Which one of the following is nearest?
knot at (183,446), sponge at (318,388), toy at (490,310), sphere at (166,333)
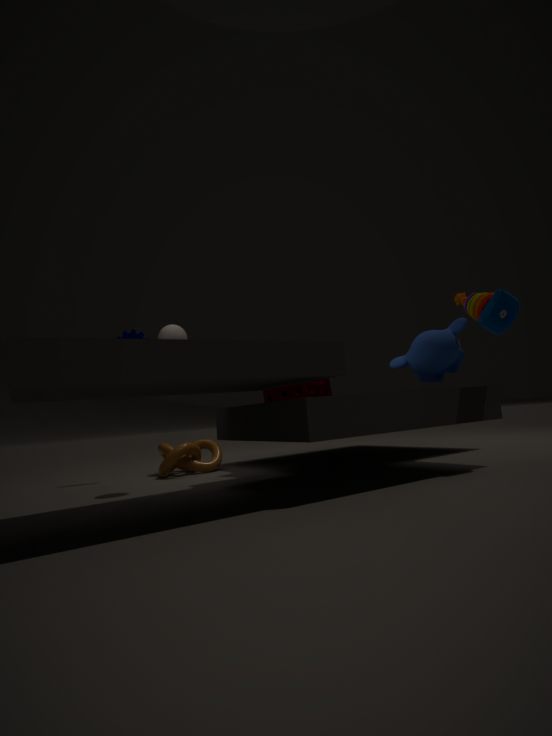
toy at (490,310)
